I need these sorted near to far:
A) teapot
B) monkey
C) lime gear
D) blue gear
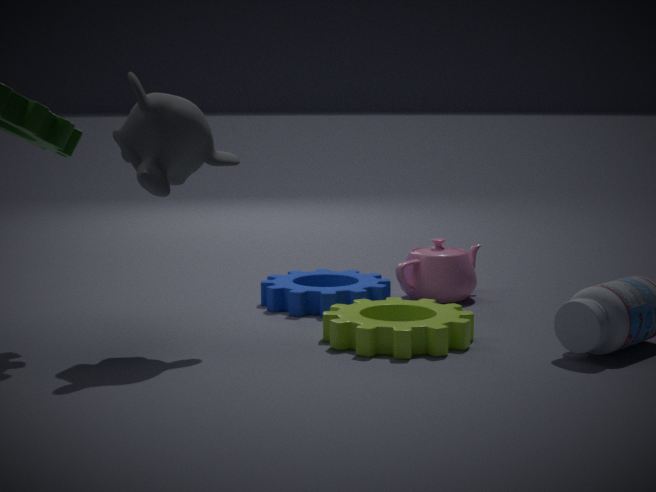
monkey < lime gear < blue gear < teapot
